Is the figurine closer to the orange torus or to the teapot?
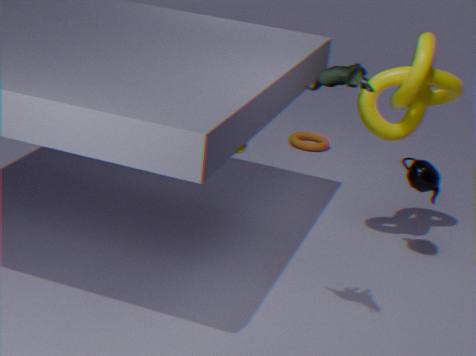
the teapot
